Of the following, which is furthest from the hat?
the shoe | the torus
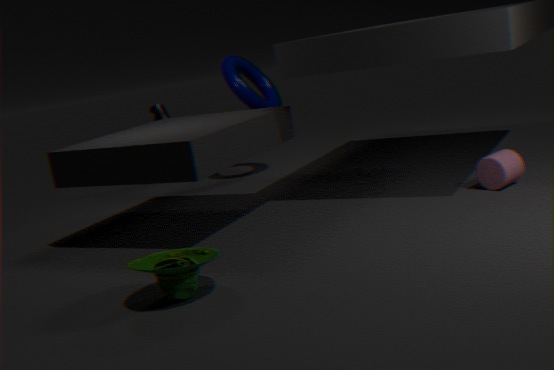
the shoe
